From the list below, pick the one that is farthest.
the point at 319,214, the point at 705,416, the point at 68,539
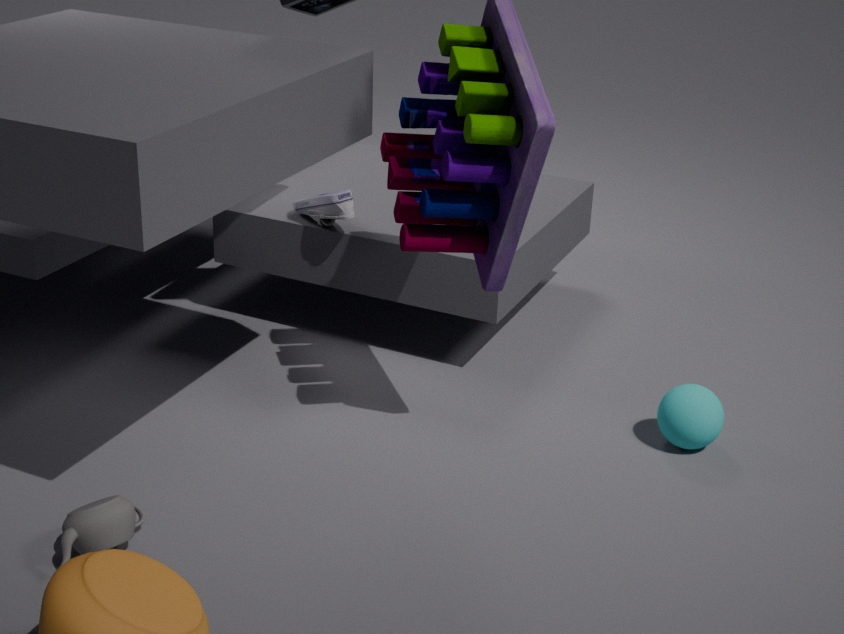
the point at 319,214
